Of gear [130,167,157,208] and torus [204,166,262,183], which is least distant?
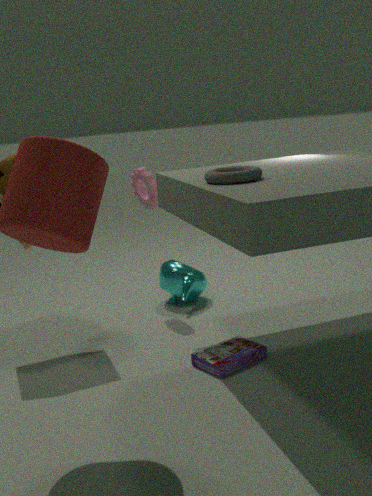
torus [204,166,262,183]
